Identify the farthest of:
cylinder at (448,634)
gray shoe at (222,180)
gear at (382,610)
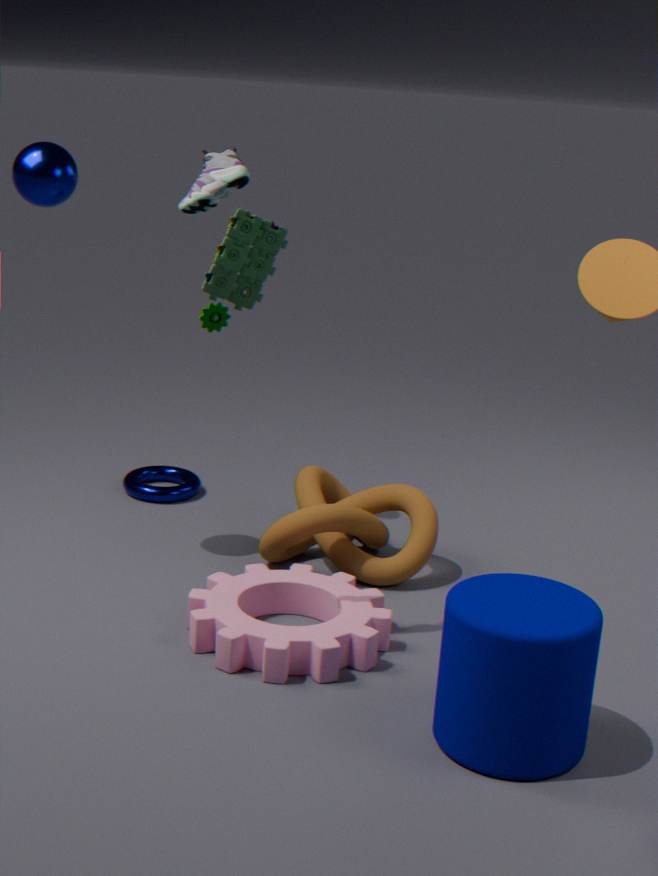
gray shoe at (222,180)
